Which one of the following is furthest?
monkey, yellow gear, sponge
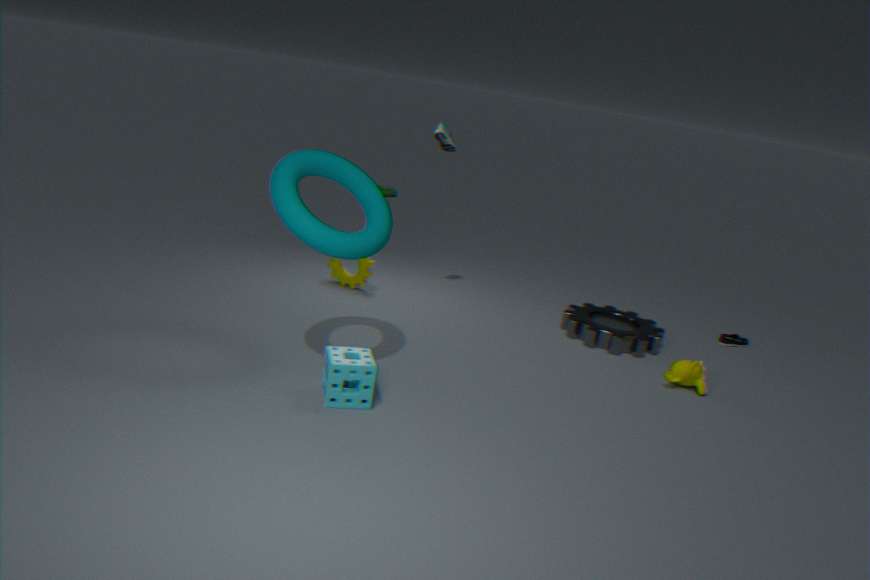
yellow gear
